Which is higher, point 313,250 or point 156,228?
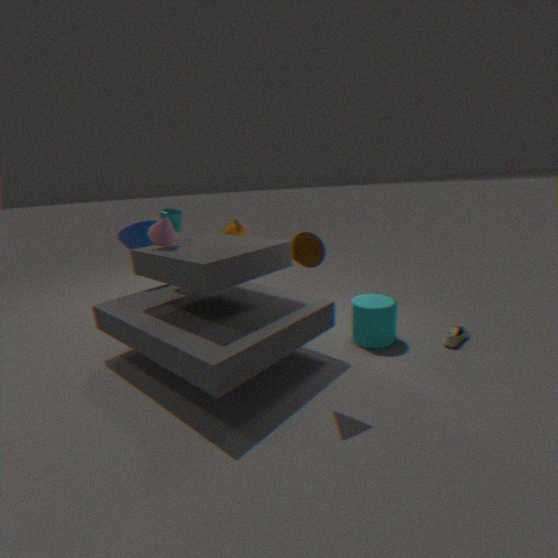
point 156,228
